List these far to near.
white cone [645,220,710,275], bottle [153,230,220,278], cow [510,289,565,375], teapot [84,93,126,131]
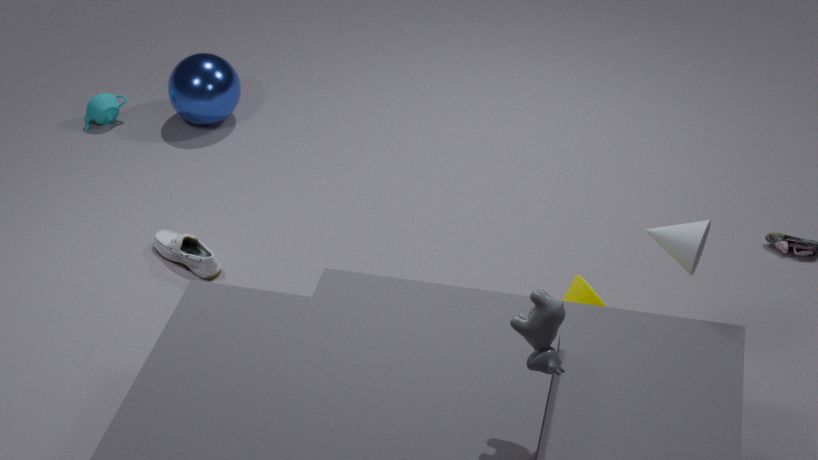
teapot [84,93,126,131]
bottle [153,230,220,278]
white cone [645,220,710,275]
cow [510,289,565,375]
